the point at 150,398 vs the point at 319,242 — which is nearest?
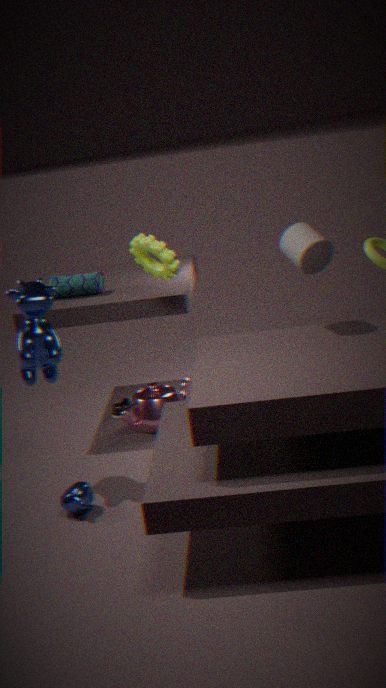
the point at 319,242
